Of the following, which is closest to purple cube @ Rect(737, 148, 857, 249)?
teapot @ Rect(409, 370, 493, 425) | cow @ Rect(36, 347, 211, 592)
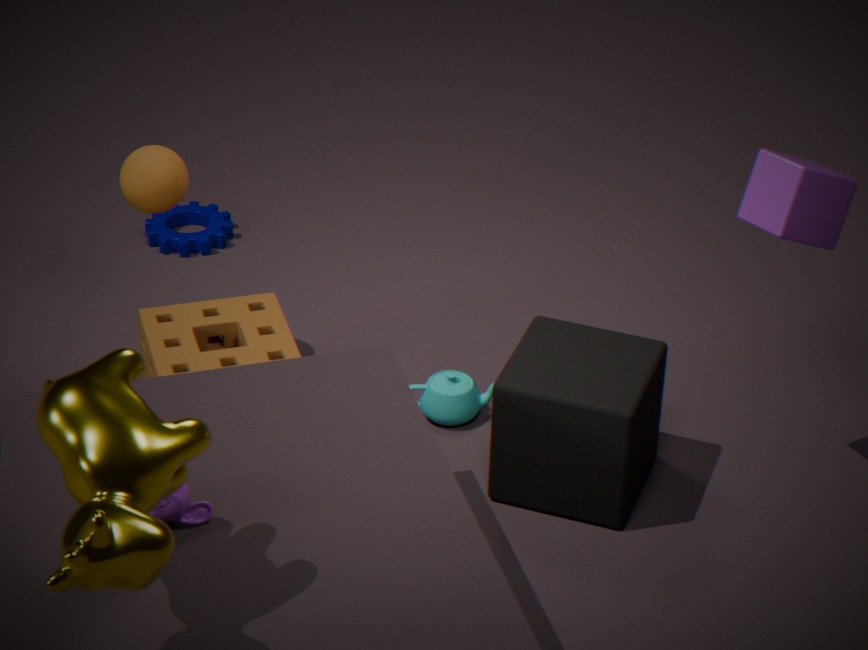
teapot @ Rect(409, 370, 493, 425)
